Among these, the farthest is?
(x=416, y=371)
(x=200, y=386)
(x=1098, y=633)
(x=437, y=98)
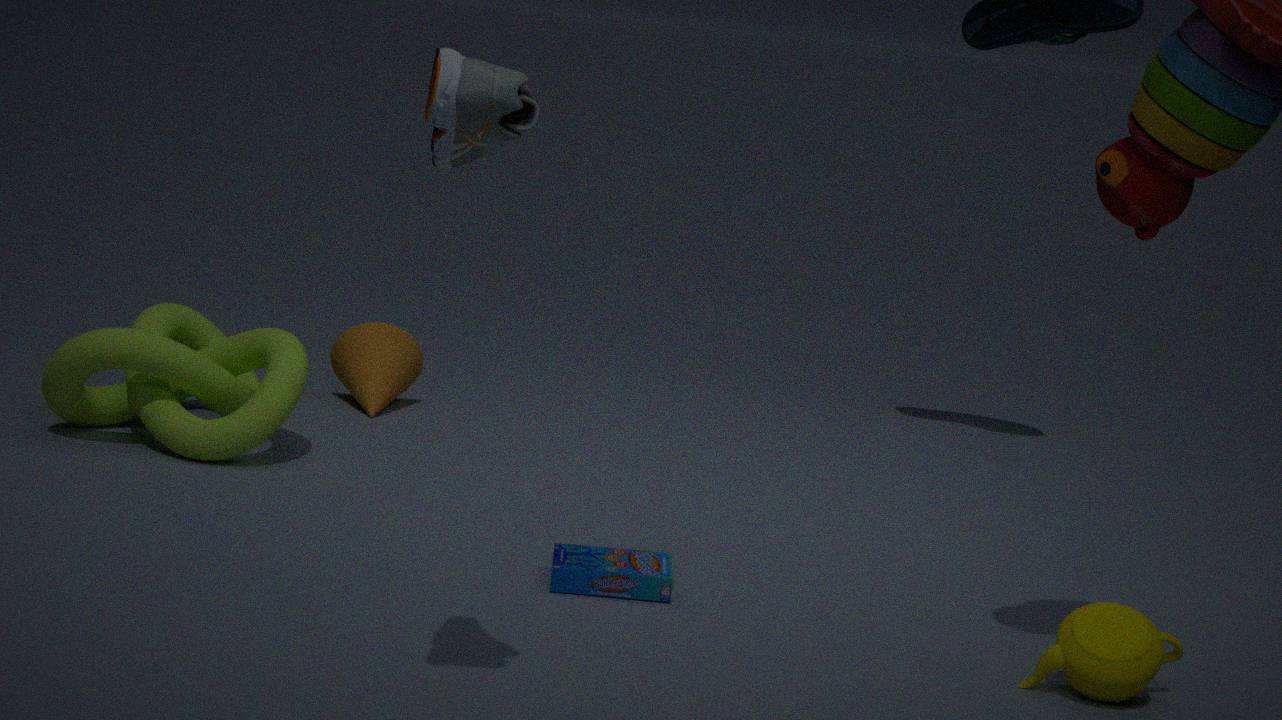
(x=416, y=371)
